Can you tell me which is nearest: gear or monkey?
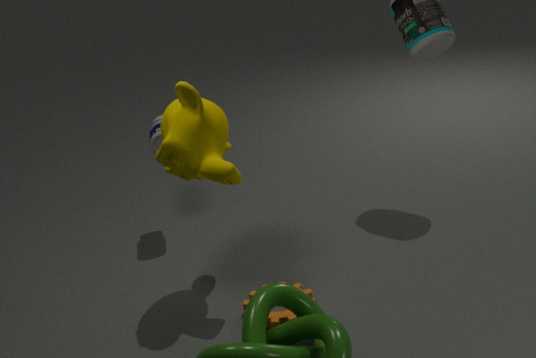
monkey
